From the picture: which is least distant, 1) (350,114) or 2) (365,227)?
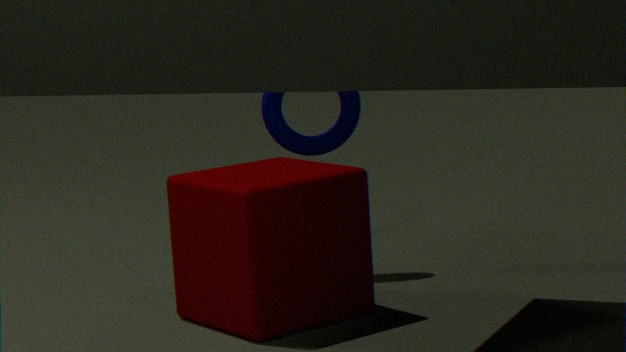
2. (365,227)
